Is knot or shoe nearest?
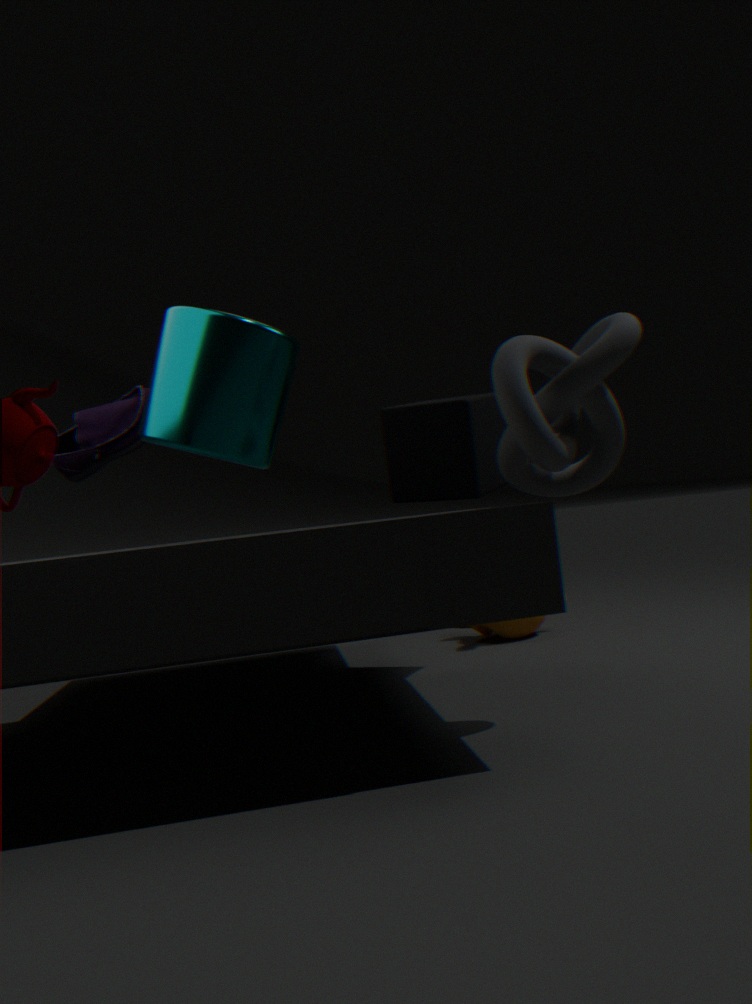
knot
